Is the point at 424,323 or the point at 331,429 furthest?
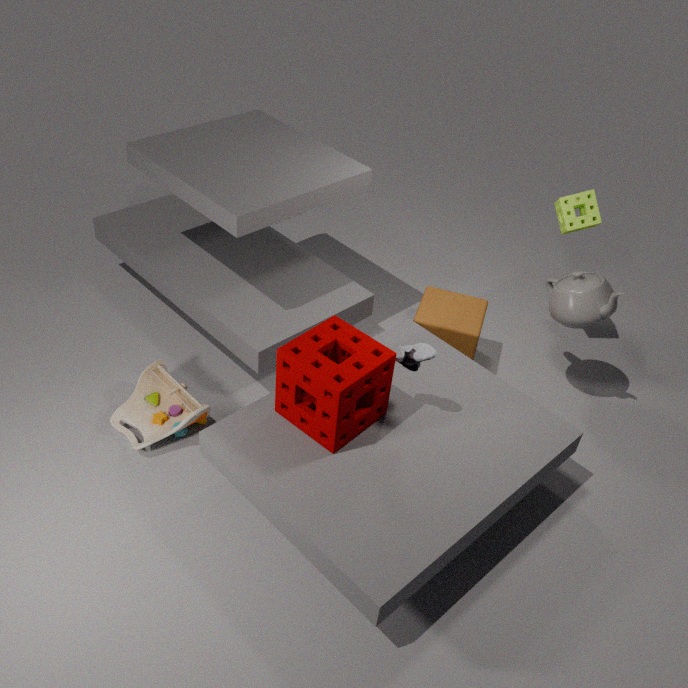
the point at 424,323
